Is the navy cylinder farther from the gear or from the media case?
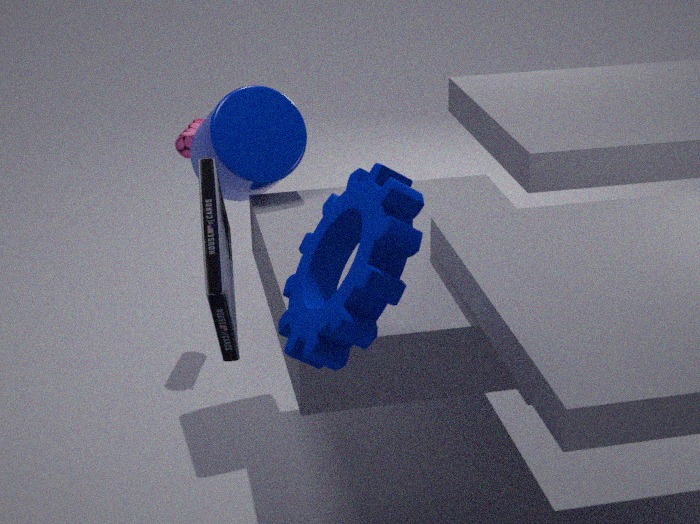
the gear
